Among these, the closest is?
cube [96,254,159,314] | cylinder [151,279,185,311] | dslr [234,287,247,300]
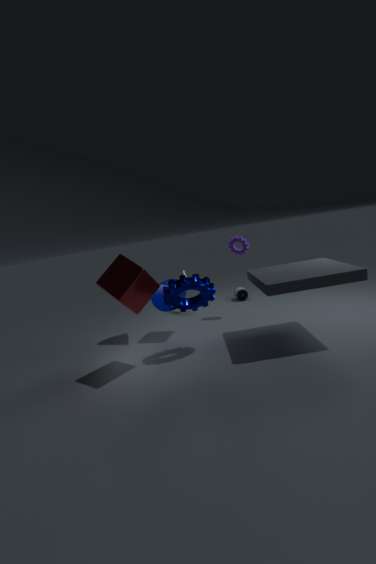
cube [96,254,159,314]
